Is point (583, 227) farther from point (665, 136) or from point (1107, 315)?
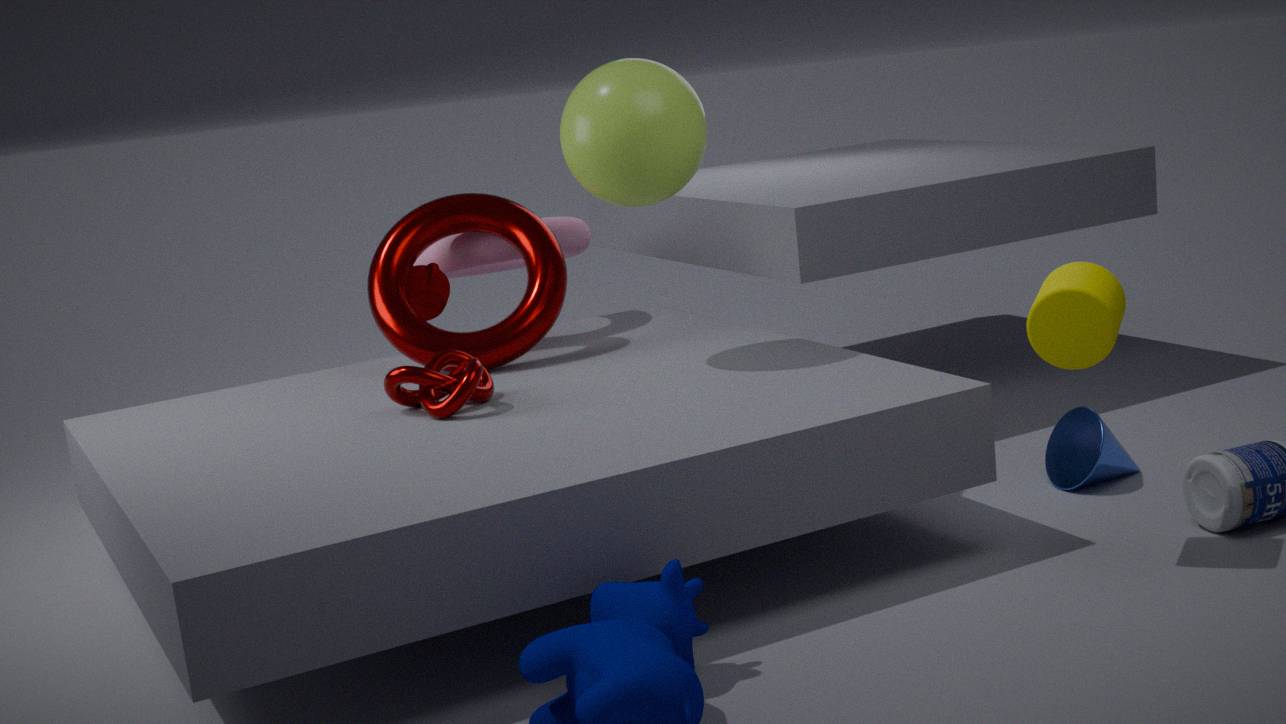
point (1107, 315)
